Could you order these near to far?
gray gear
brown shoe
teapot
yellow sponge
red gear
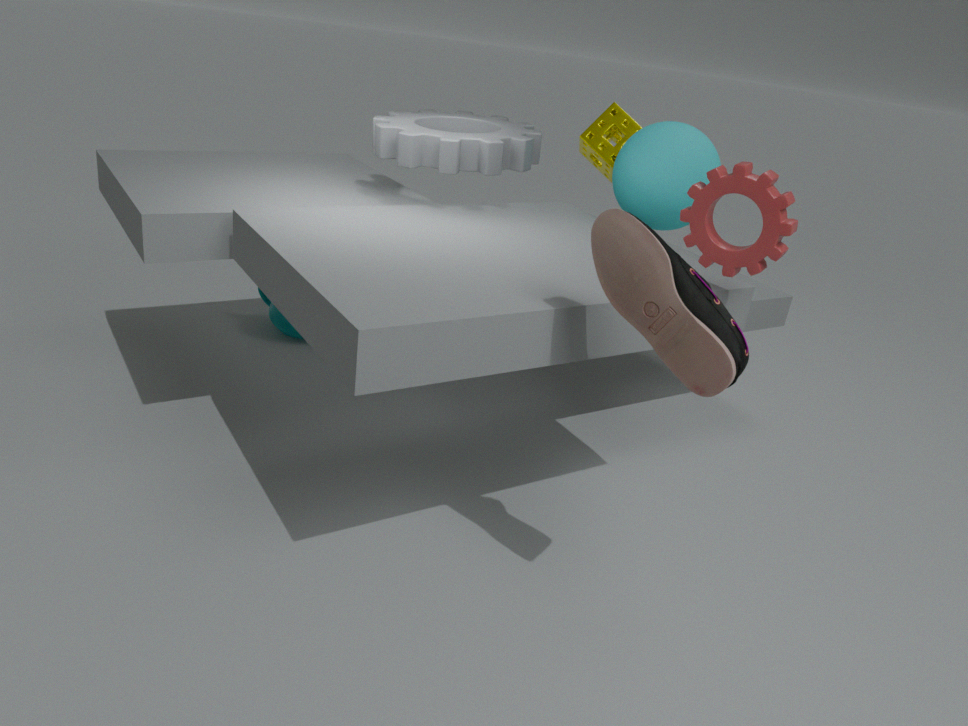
brown shoe, red gear, gray gear, yellow sponge, teapot
